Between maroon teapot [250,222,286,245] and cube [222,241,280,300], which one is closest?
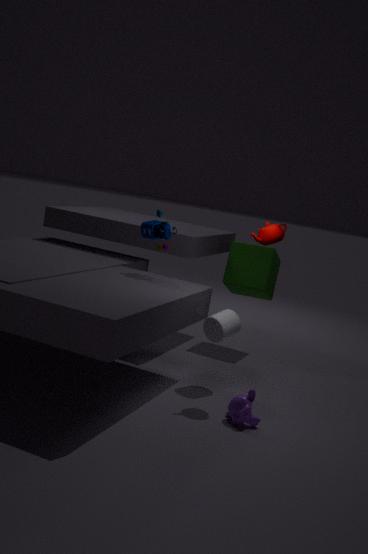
maroon teapot [250,222,286,245]
